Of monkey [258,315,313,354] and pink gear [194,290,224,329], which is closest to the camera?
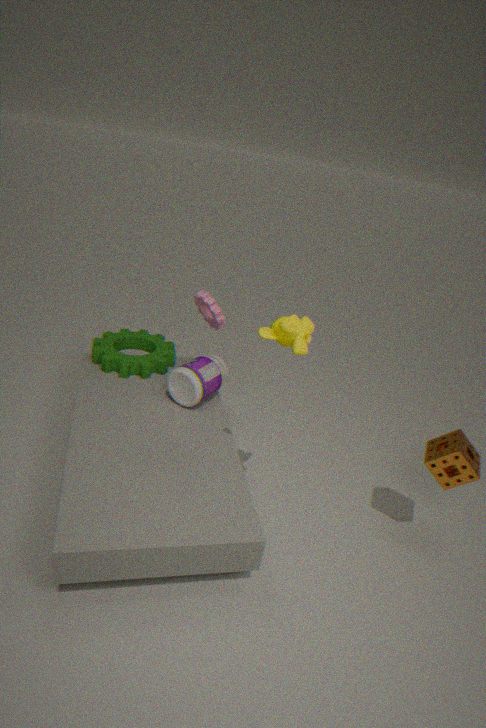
monkey [258,315,313,354]
